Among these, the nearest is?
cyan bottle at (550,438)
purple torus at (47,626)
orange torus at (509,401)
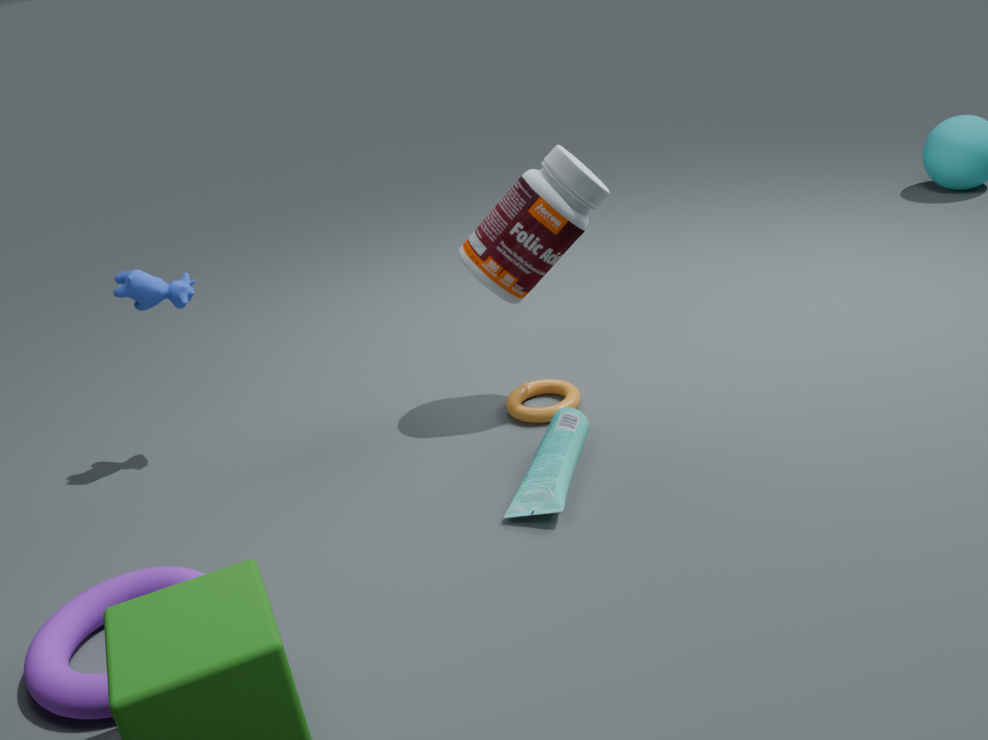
purple torus at (47,626)
